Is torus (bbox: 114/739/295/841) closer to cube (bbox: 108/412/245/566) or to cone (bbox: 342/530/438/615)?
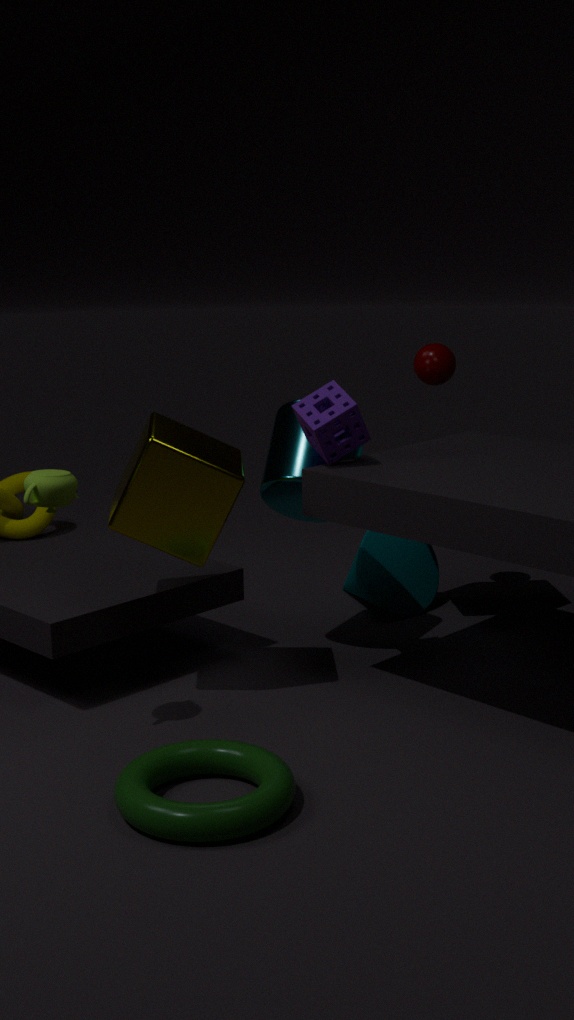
cube (bbox: 108/412/245/566)
